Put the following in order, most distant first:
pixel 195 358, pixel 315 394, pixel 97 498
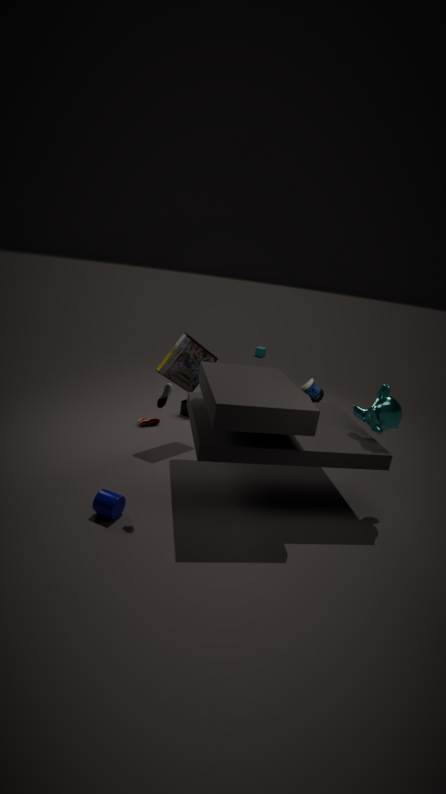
1. pixel 195 358
2. pixel 315 394
3. pixel 97 498
